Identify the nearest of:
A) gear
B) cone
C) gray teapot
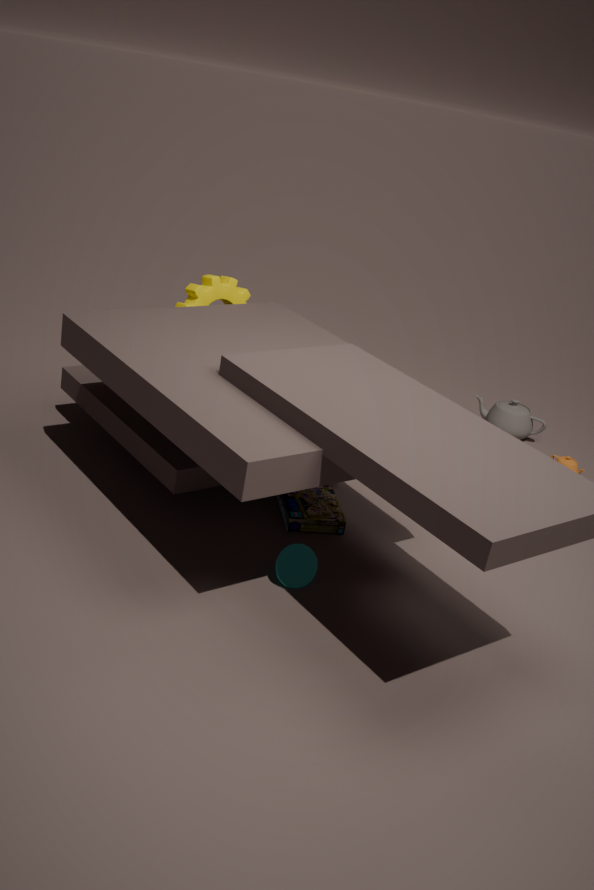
cone
